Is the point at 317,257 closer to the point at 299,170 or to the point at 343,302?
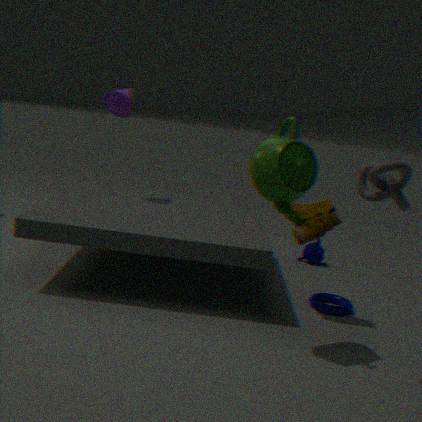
the point at 343,302
